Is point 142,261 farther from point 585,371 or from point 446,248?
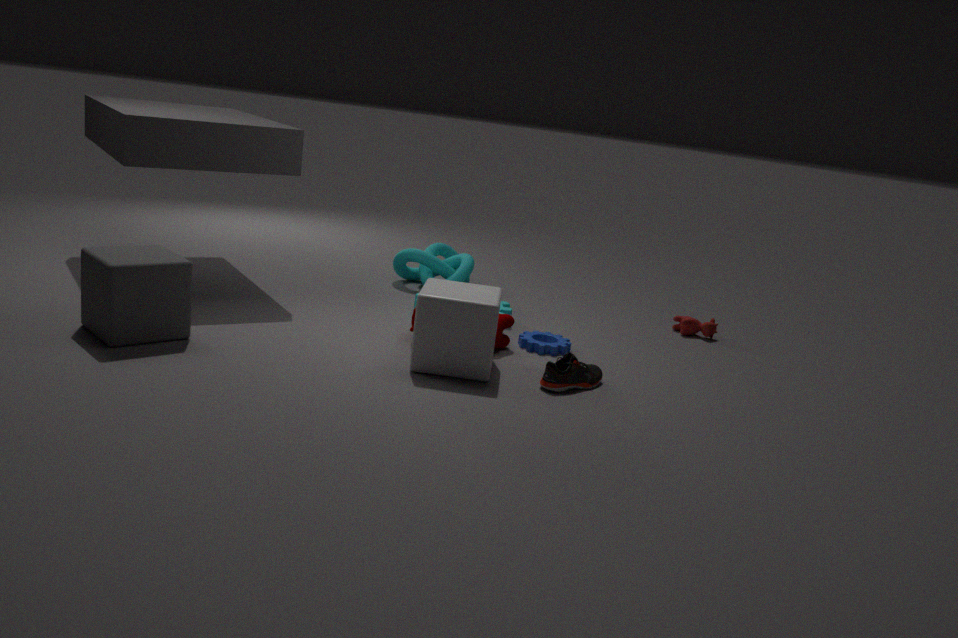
point 446,248
